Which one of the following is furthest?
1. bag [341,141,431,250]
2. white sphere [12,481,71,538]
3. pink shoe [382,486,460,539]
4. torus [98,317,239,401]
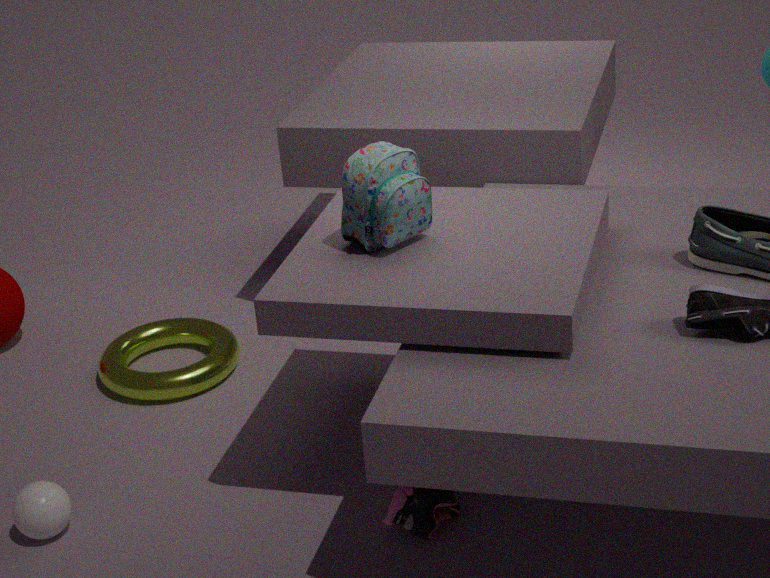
torus [98,317,239,401]
